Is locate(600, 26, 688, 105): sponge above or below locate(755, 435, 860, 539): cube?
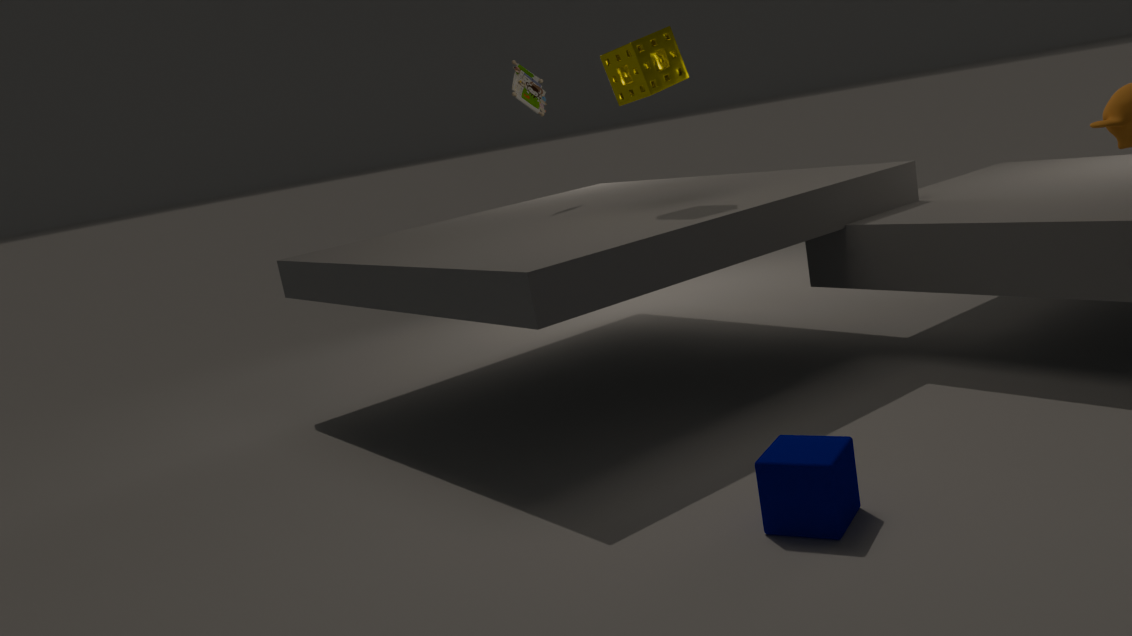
above
